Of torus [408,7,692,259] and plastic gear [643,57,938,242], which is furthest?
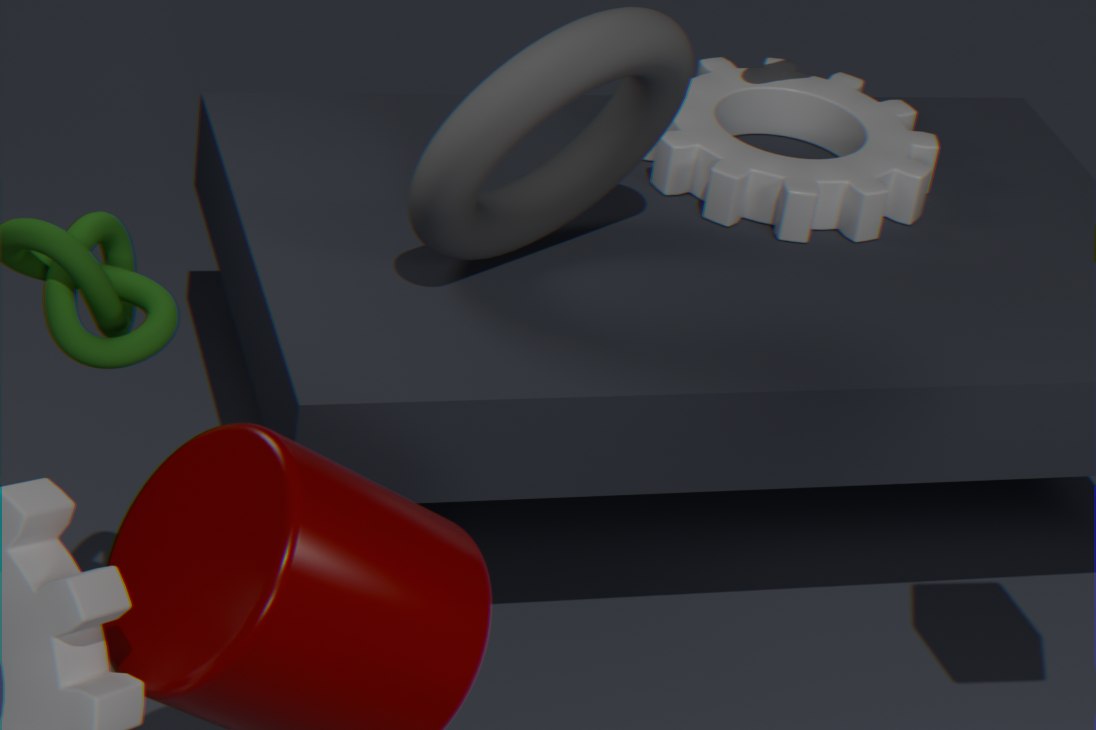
plastic gear [643,57,938,242]
